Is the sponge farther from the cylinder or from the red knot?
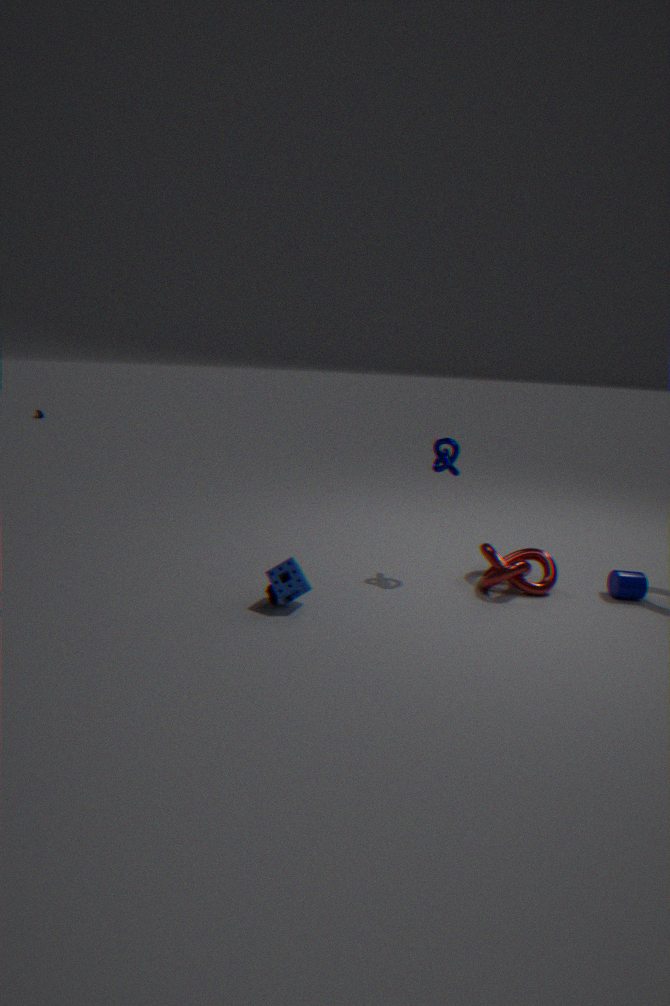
the cylinder
